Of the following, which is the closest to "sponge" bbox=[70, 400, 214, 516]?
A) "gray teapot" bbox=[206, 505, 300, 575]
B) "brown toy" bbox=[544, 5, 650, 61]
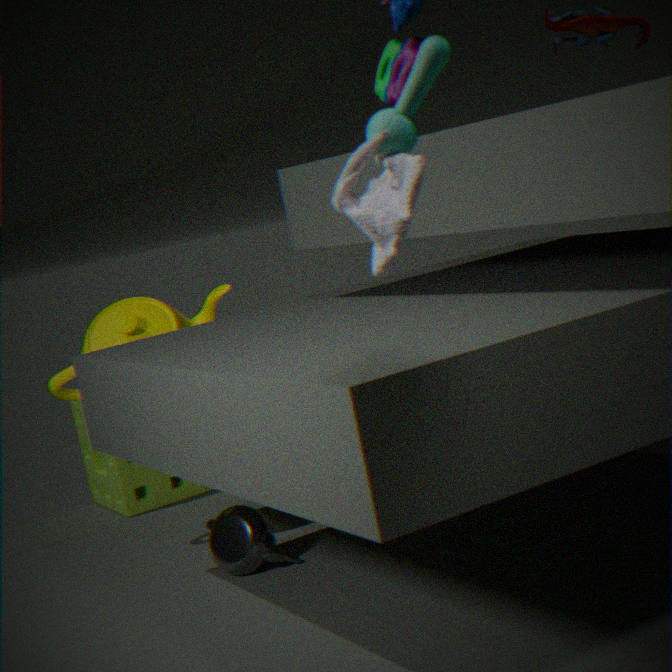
"gray teapot" bbox=[206, 505, 300, 575]
